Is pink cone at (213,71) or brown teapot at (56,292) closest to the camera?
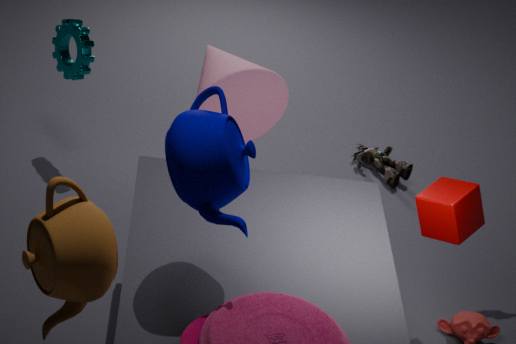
brown teapot at (56,292)
